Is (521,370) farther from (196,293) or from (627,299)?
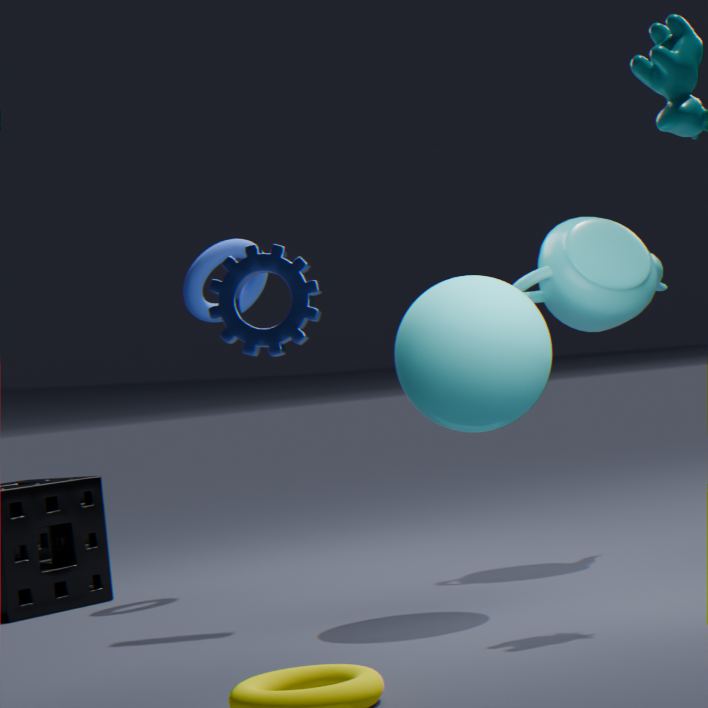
(196,293)
